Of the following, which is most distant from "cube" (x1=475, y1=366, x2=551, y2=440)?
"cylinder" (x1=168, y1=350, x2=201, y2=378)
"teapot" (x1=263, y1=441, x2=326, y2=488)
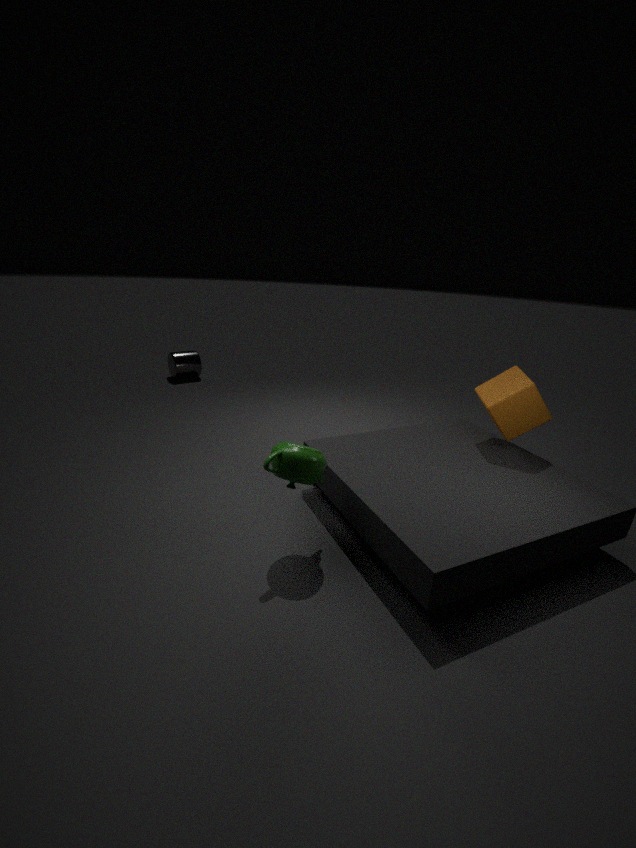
"cylinder" (x1=168, y1=350, x2=201, y2=378)
